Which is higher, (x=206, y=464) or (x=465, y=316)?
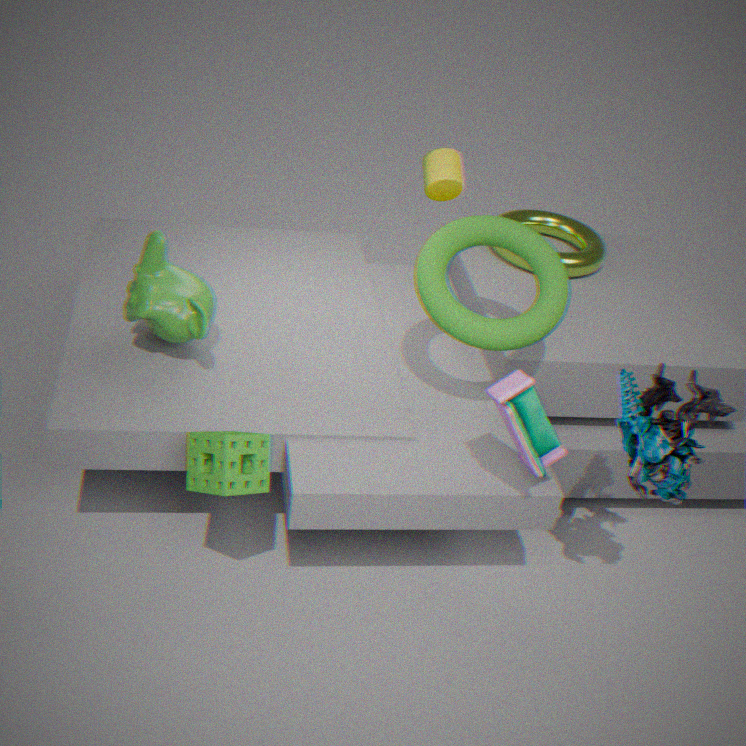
(x=465, y=316)
